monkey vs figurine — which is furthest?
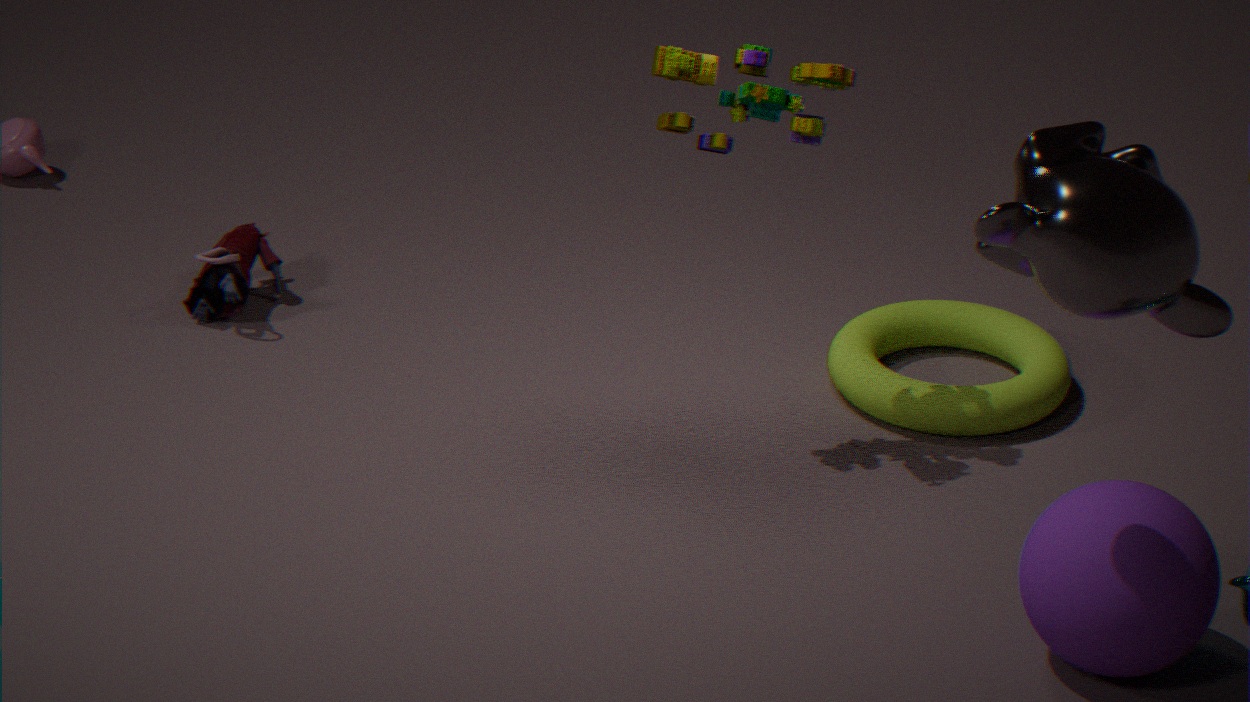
figurine
